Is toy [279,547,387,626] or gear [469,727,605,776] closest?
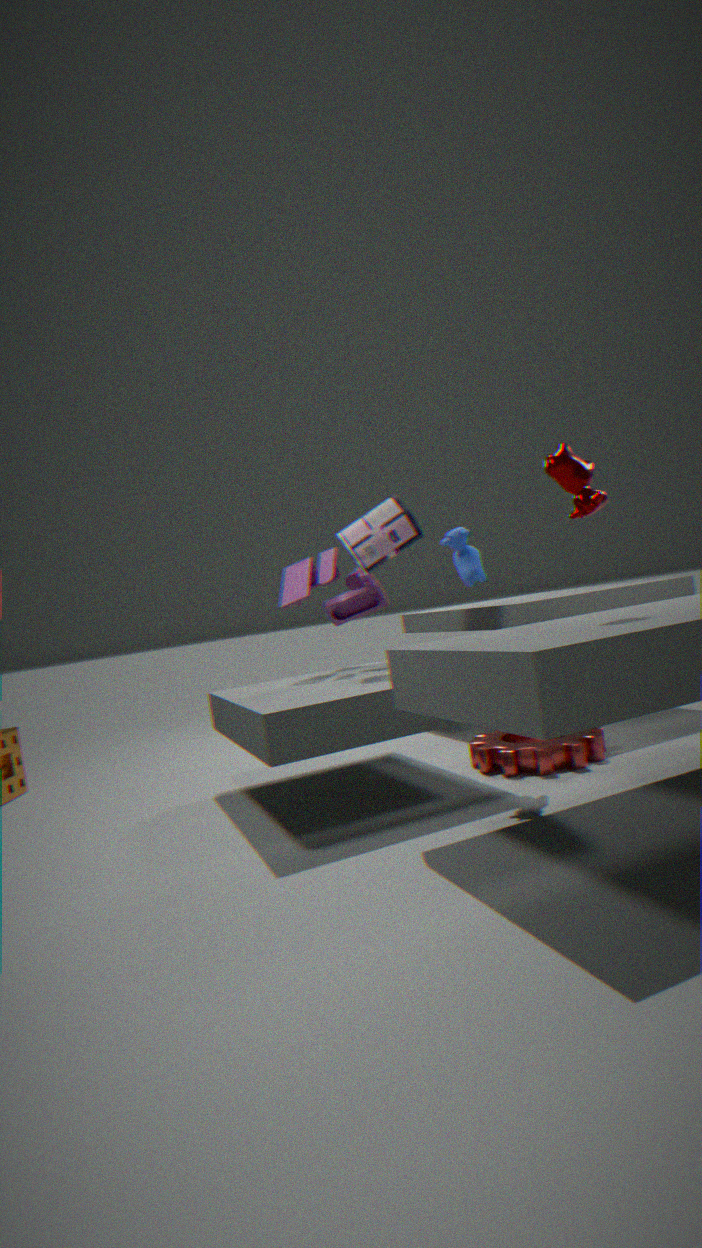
gear [469,727,605,776]
